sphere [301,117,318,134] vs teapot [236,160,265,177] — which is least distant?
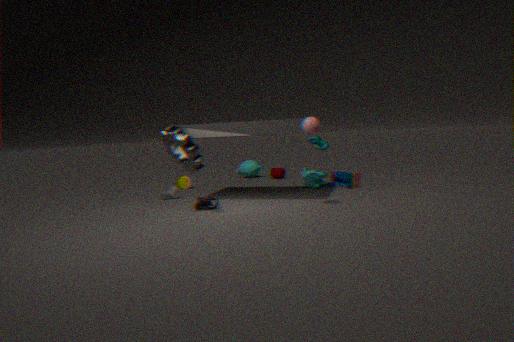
sphere [301,117,318,134]
